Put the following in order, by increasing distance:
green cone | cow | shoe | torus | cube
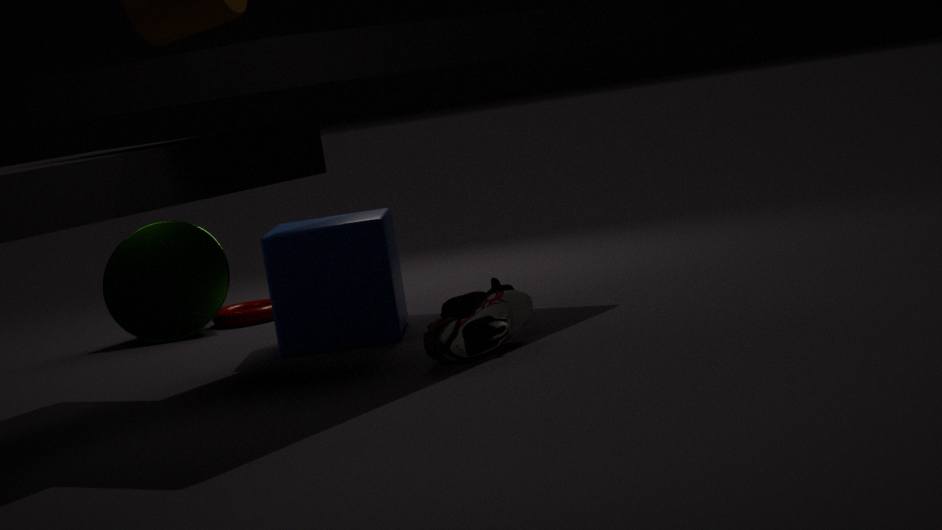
1. shoe
2. cube
3. cow
4. green cone
5. torus
